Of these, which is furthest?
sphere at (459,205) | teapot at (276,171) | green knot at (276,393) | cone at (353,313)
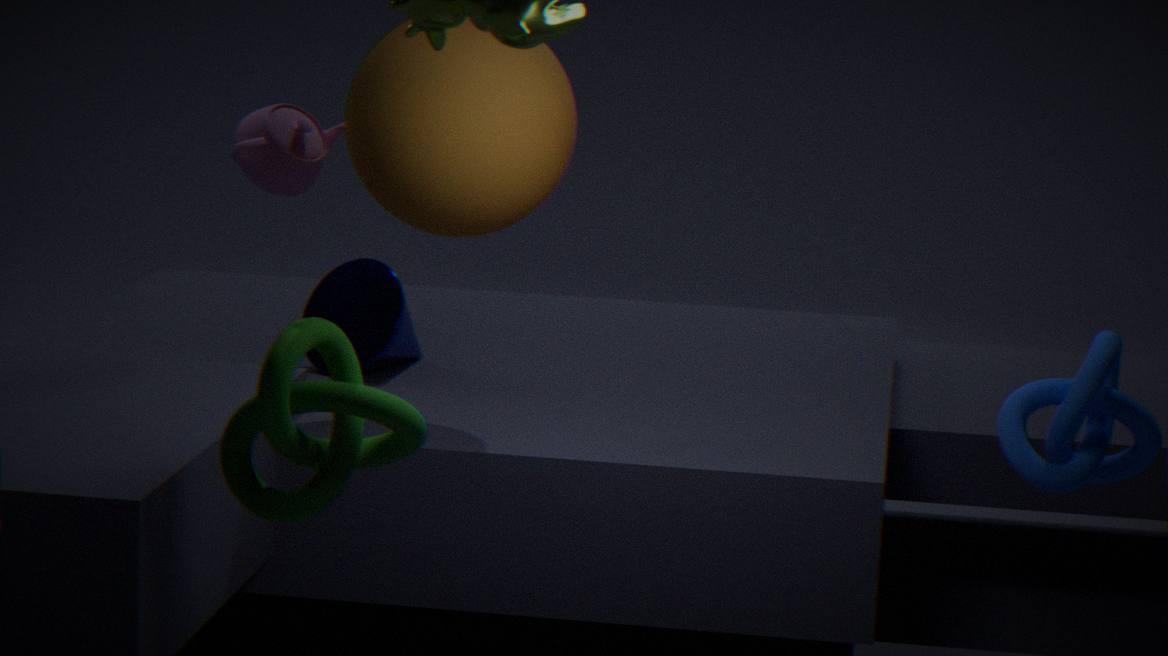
cone at (353,313)
